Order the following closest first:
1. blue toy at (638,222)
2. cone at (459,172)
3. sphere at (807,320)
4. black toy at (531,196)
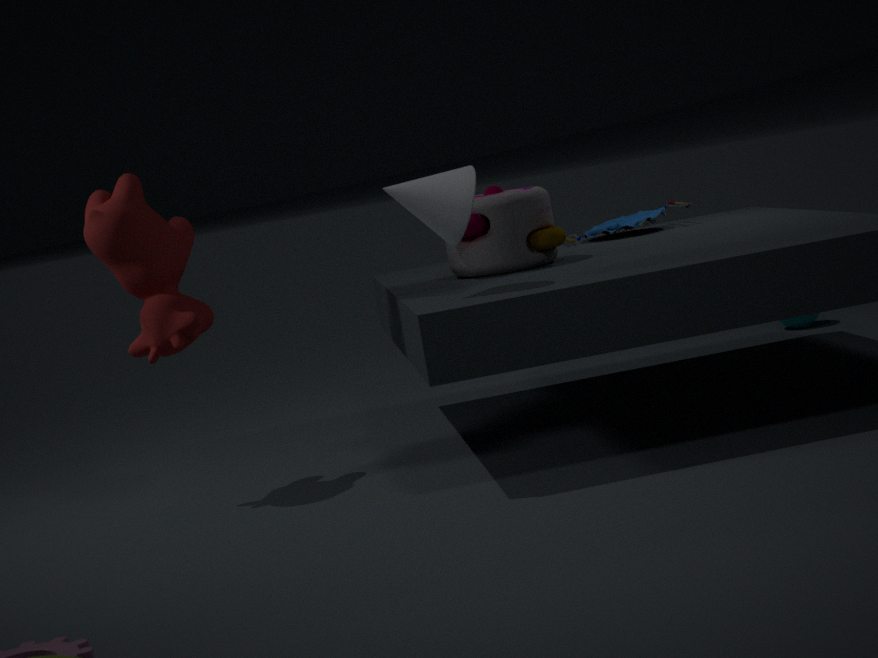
cone at (459,172) < black toy at (531,196) < blue toy at (638,222) < sphere at (807,320)
